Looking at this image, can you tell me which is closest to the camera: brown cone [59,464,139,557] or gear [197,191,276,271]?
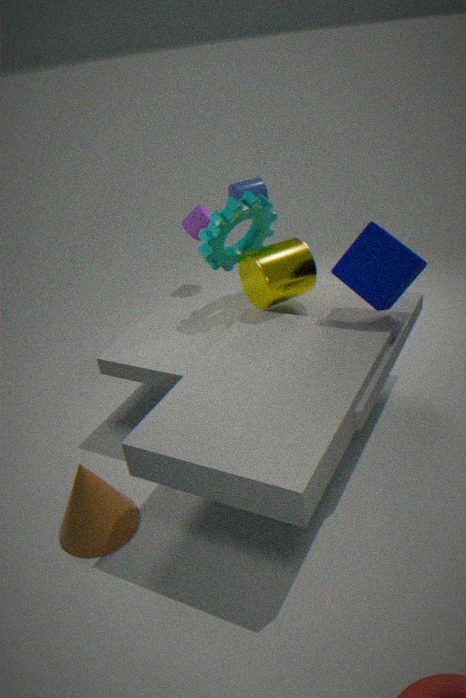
brown cone [59,464,139,557]
